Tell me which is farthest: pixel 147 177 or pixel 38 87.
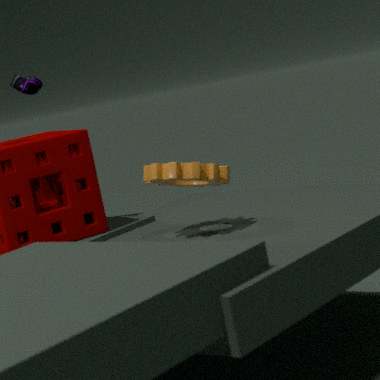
pixel 38 87
